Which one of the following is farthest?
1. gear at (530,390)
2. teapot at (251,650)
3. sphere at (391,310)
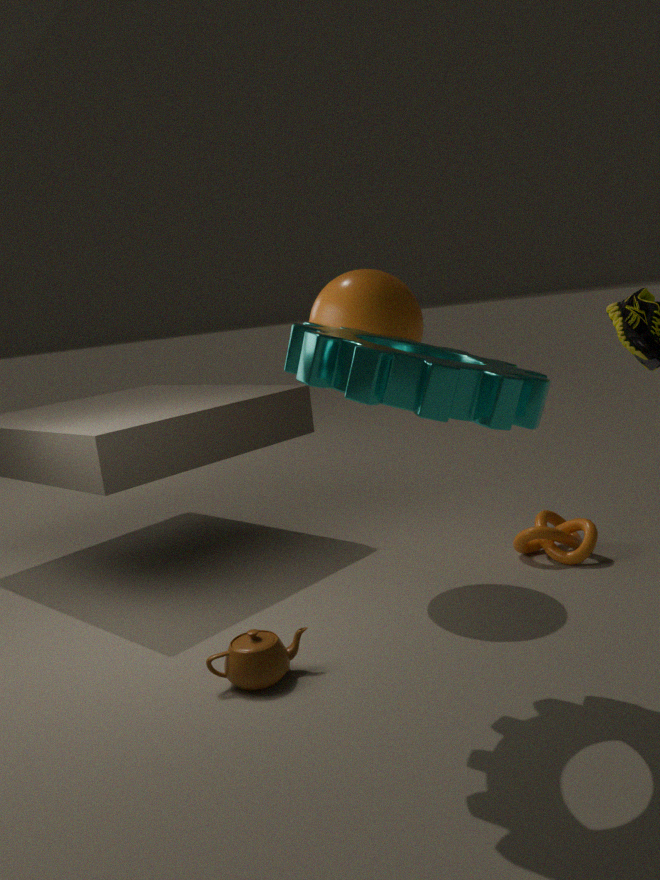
sphere at (391,310)
